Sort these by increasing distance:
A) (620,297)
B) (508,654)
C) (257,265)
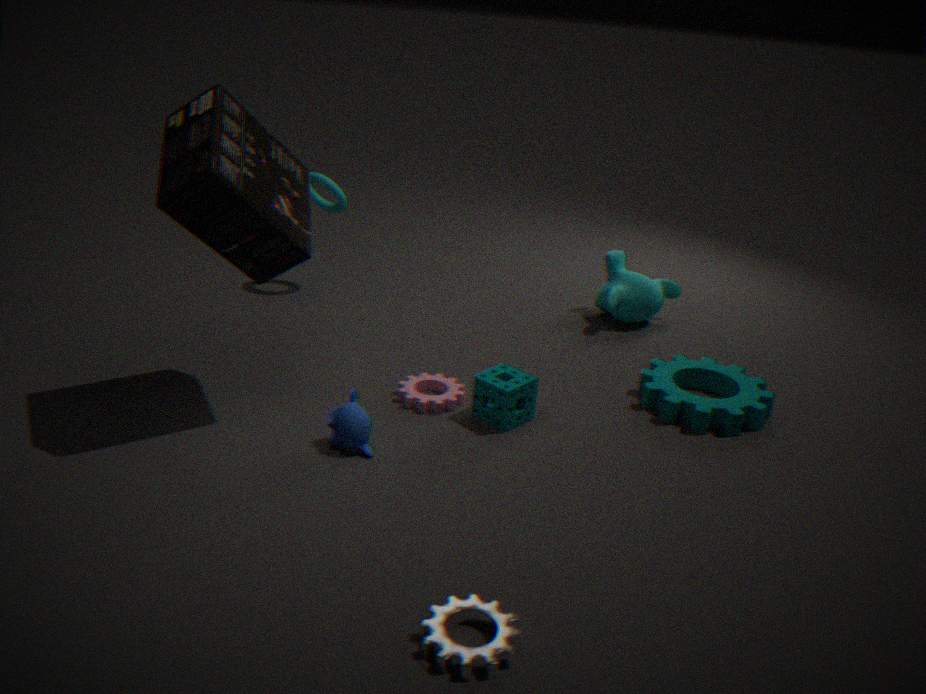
(508,654)
(257,265)
(620,297)
